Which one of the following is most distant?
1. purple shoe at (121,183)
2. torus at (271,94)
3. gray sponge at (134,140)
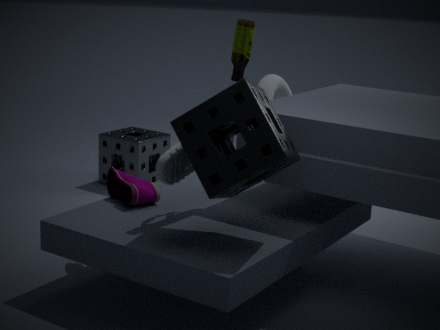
gray sponge at (134,140)
